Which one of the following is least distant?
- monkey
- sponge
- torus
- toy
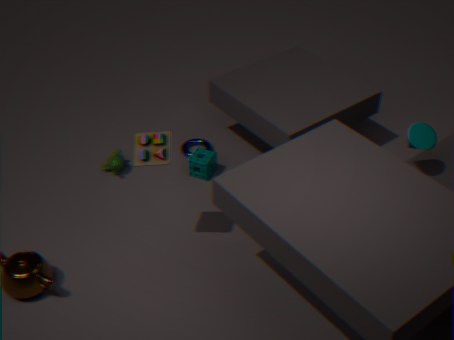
toy
